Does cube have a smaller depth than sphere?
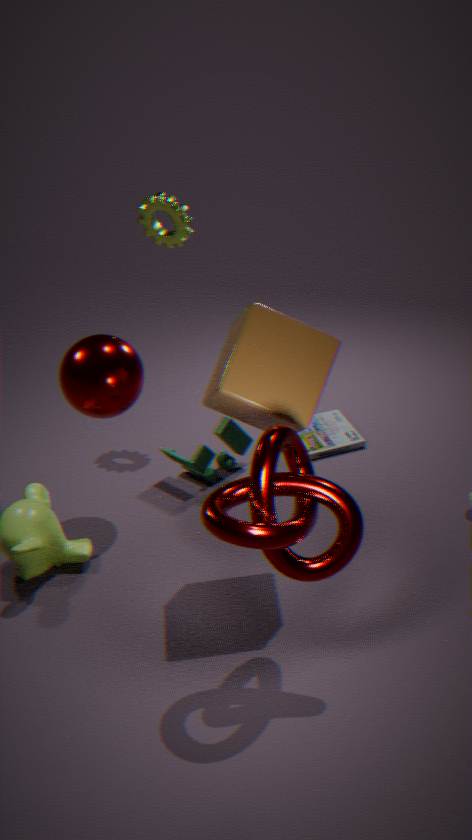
Yes
